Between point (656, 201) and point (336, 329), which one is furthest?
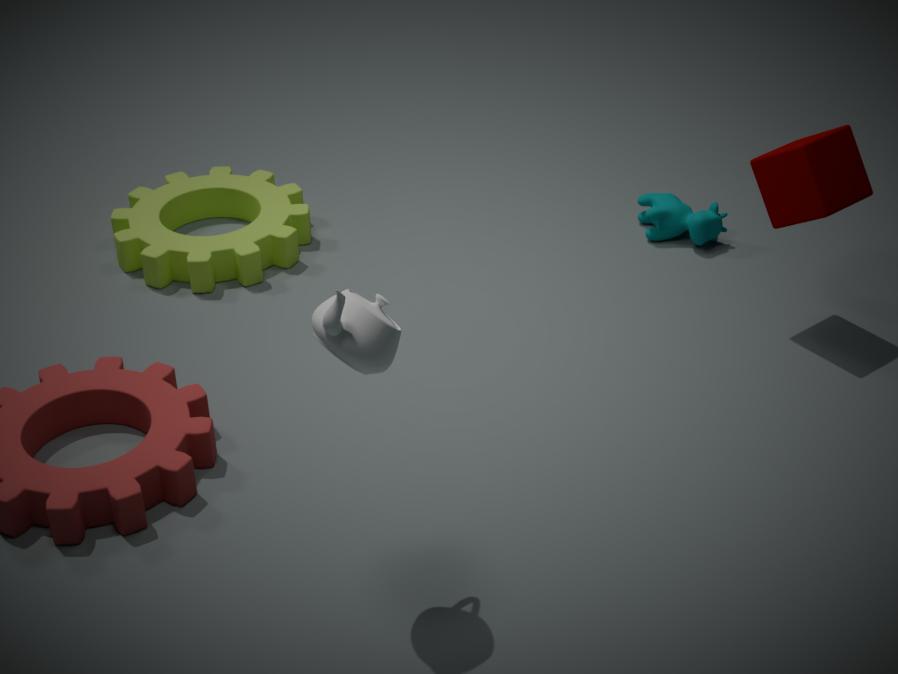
point (656, 201)
